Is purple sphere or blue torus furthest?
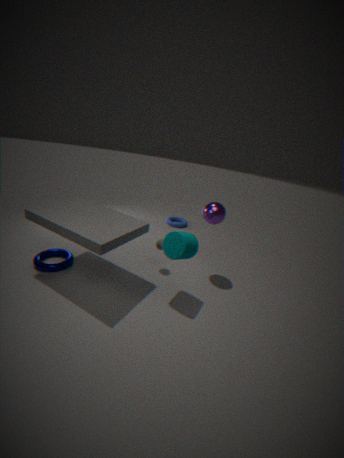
blue torus
